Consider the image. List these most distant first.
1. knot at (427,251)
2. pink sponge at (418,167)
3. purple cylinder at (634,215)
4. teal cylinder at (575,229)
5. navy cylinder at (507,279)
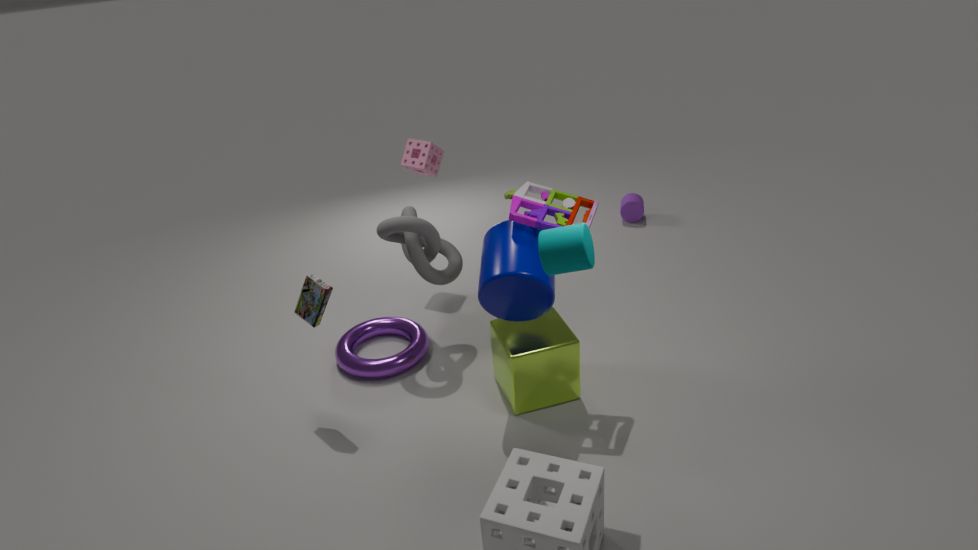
1. purple cylinder at (634,215)
2. pink sponge at (418,167)
3. knot at (427,251)
4. navy cylinder at (507,279)
5. teal cylinder at (575,229)
